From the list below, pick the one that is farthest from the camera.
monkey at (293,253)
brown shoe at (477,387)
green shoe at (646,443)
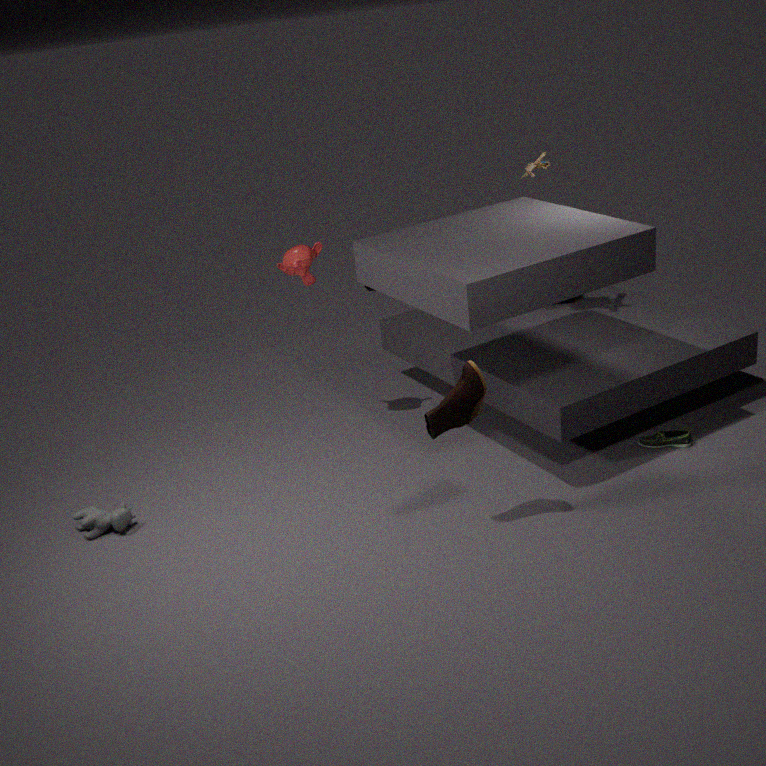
monkey at (293,253)
